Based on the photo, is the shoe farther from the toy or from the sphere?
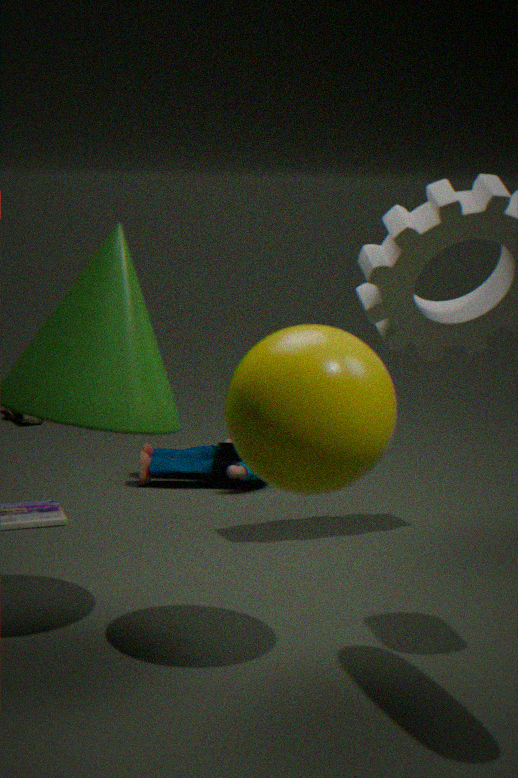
the sphere
